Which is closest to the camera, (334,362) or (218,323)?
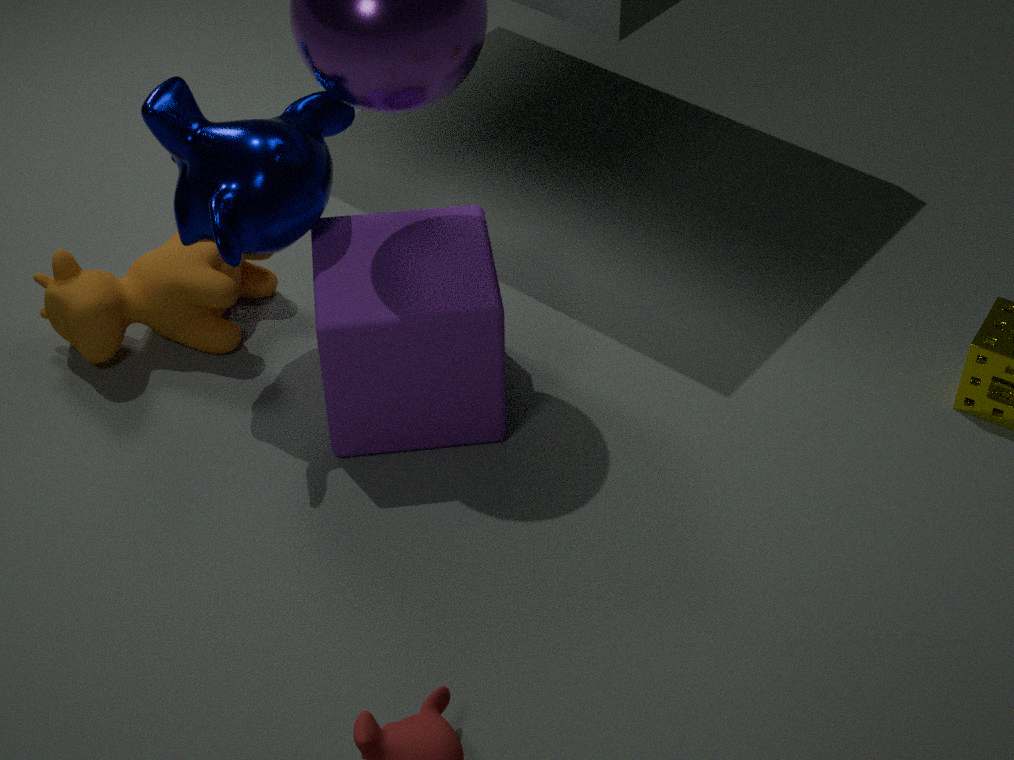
(334,362)
